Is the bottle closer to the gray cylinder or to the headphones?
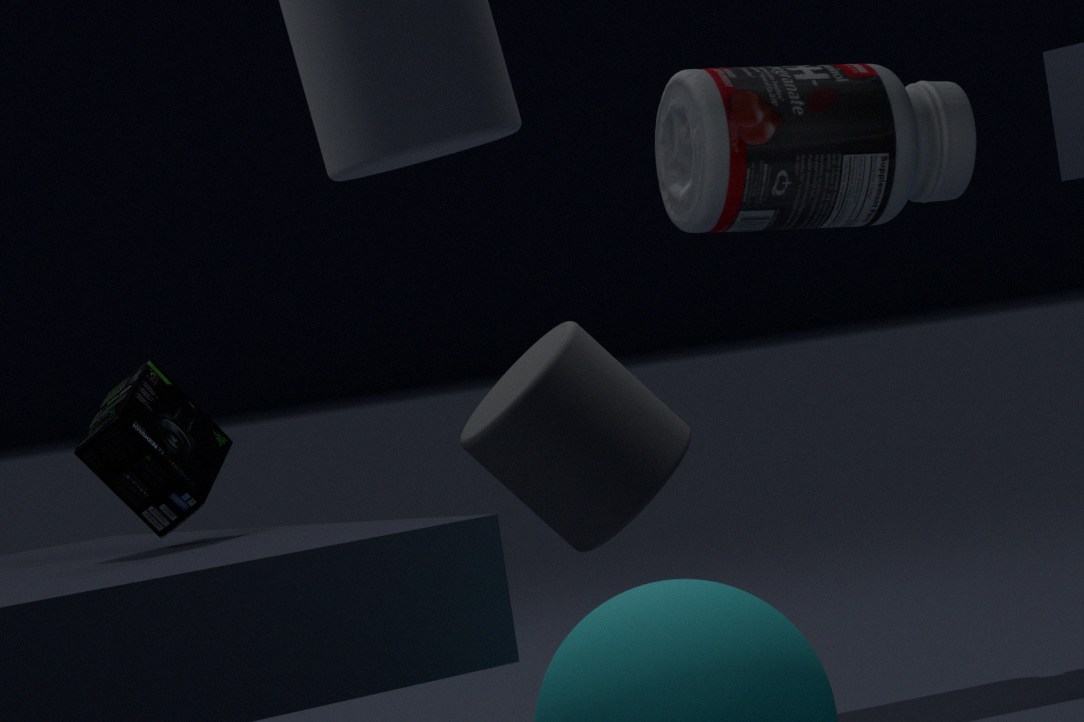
the headphones
